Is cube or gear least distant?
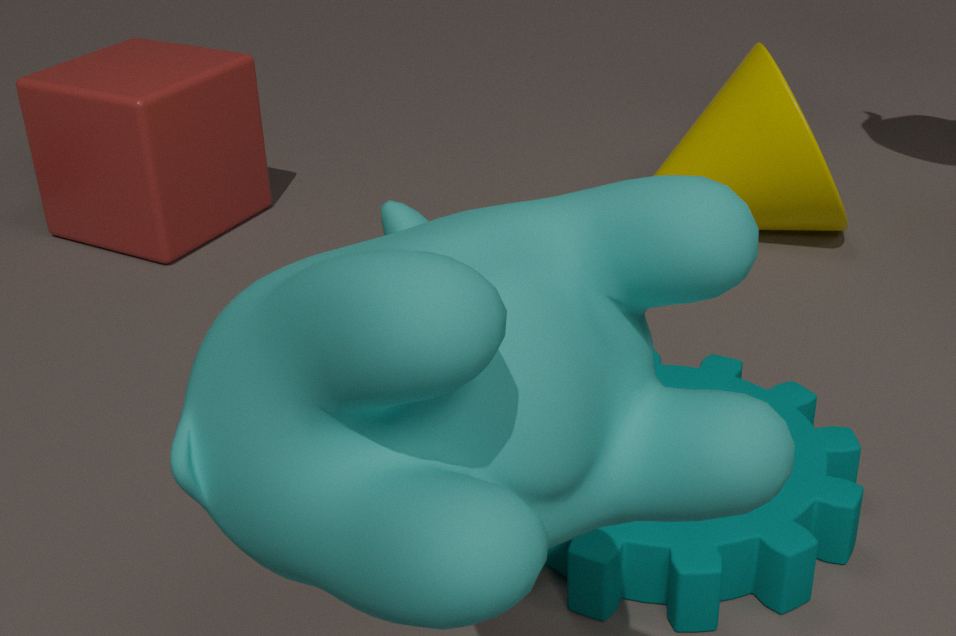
gear
